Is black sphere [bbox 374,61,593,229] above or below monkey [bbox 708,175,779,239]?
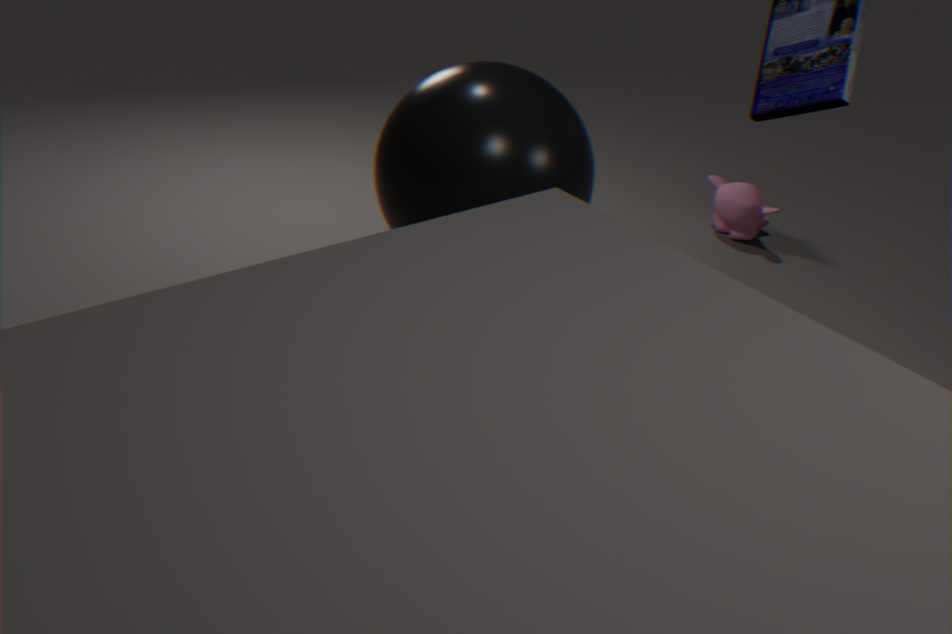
above
